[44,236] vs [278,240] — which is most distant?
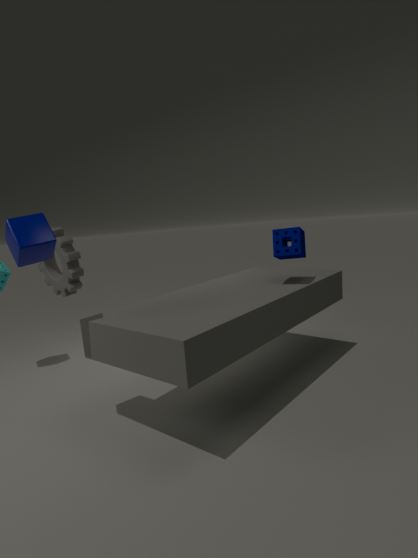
[278,240]
